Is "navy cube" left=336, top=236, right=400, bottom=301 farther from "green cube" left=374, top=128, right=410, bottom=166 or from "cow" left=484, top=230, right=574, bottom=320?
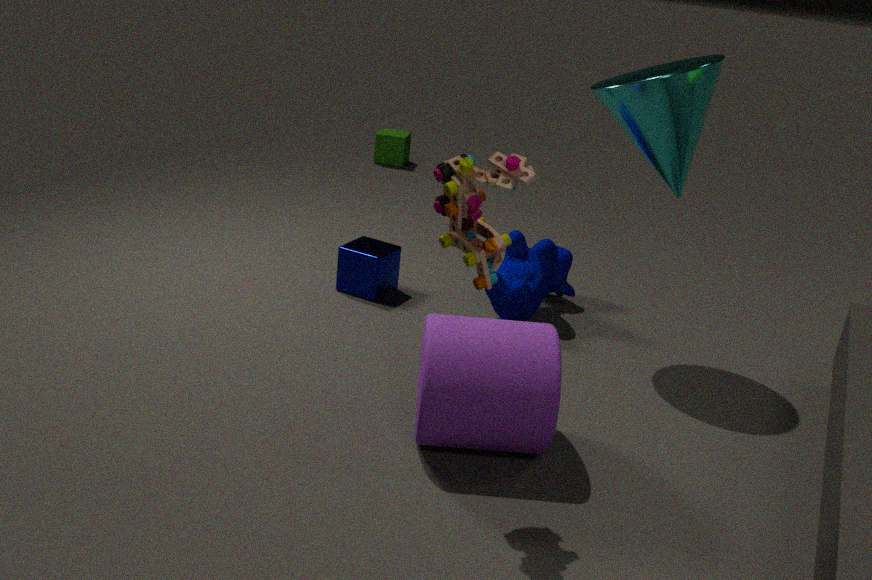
"green cube" left=374, top=128, right=410, bottom=166
